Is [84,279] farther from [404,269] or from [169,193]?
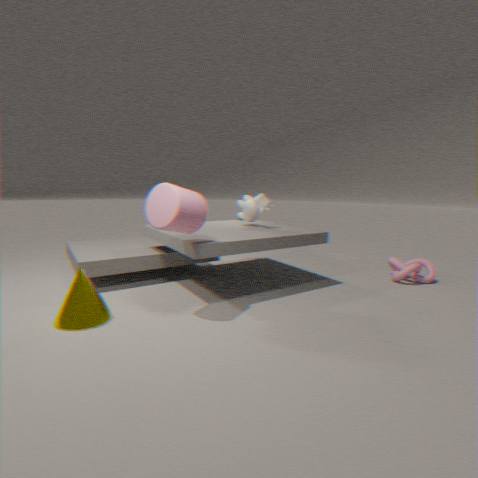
[404,269]
